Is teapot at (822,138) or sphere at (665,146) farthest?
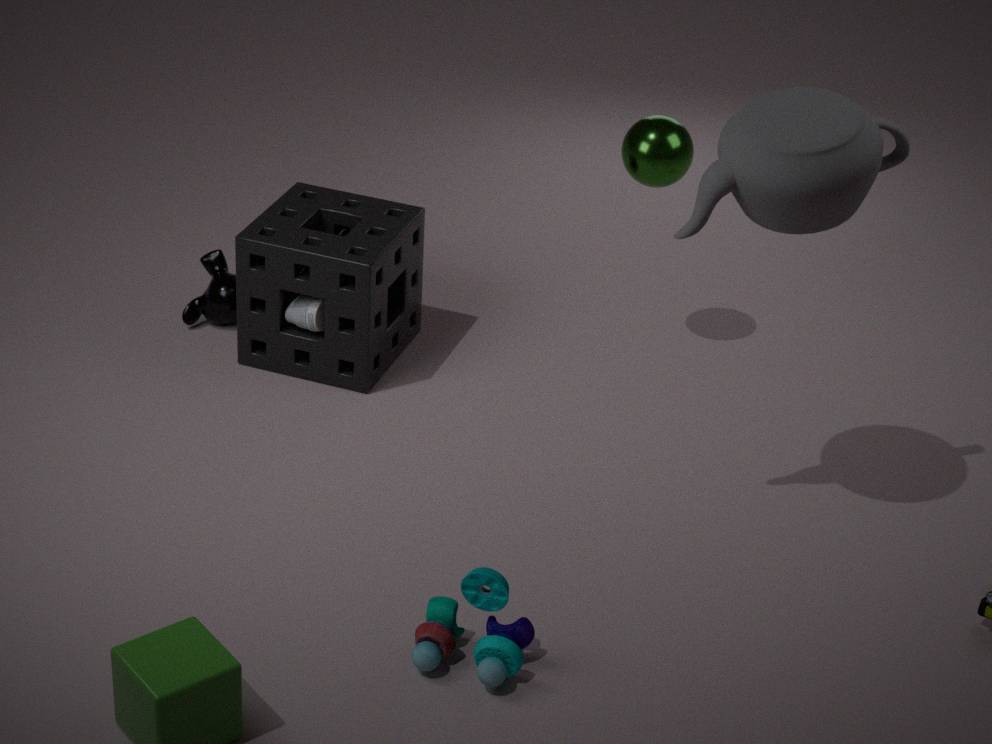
sphere at (665,146)
